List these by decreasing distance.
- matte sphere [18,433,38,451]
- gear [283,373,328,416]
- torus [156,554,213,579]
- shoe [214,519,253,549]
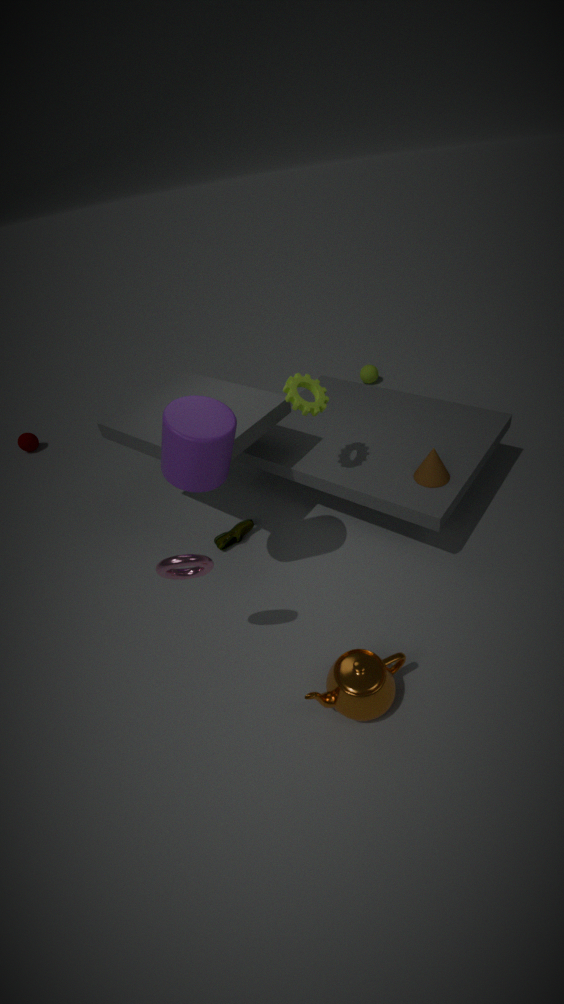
matte sphere [18,433,38,451] < shoe [214,519,253,549] < gear [283,373,328,416] < torus [156,554,213,579]
